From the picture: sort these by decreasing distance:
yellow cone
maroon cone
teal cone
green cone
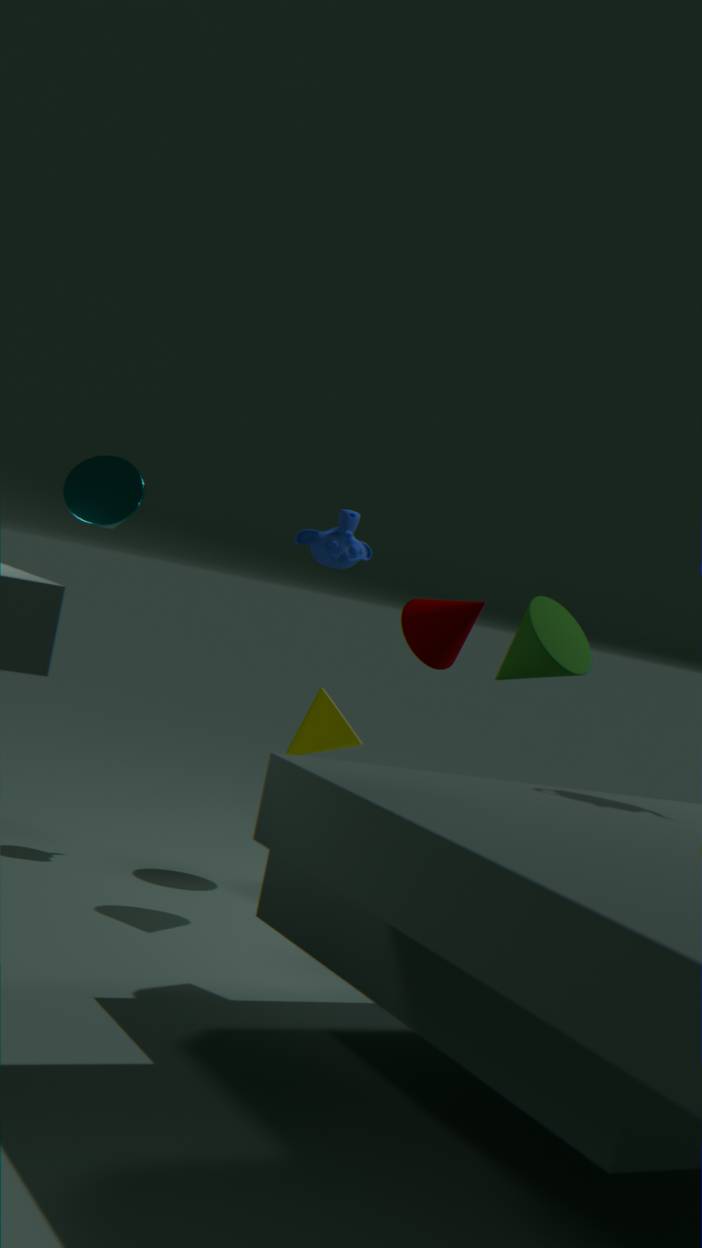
1. yellow cone
2. maroon cone
3. teal cone
4. green cone
